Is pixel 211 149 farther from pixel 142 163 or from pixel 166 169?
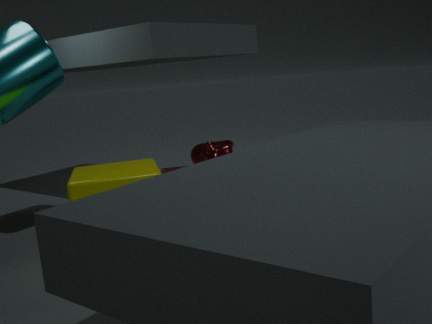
pixel 142 163
